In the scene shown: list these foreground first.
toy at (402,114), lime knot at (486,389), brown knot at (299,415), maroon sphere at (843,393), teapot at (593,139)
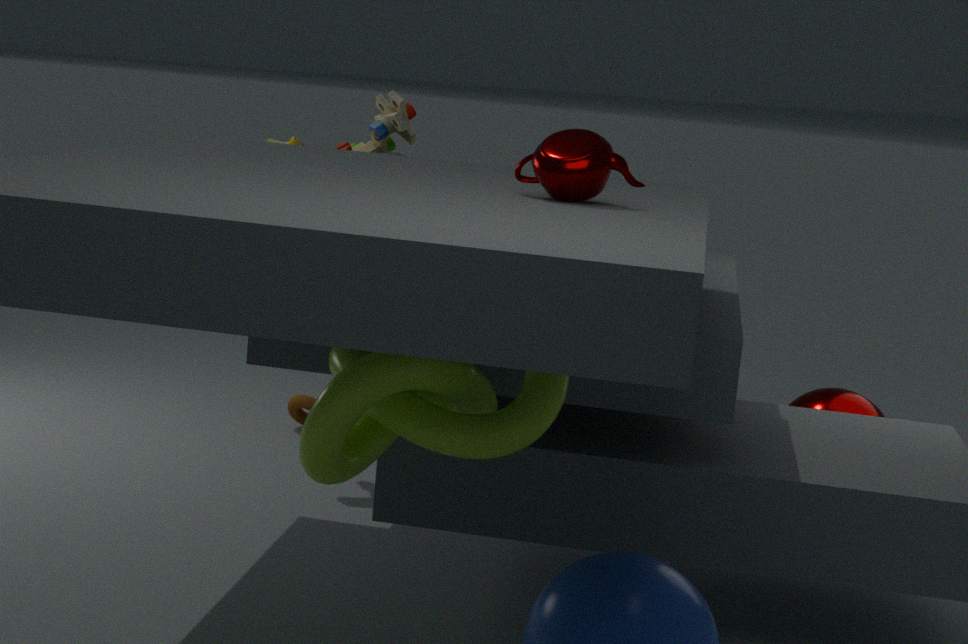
lime knot at (486,389) < teapot at (593,139) < toy at (402,114) < maroon sphere at (843,393) < brown knot at (299,415)
